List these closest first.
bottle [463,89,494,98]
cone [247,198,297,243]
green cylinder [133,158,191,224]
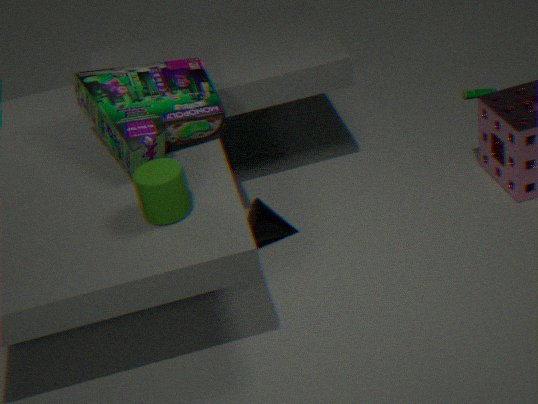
green cylinder [133,158,191,224] → cone [247,198,297,243] → bottle [463,89,494,98]
